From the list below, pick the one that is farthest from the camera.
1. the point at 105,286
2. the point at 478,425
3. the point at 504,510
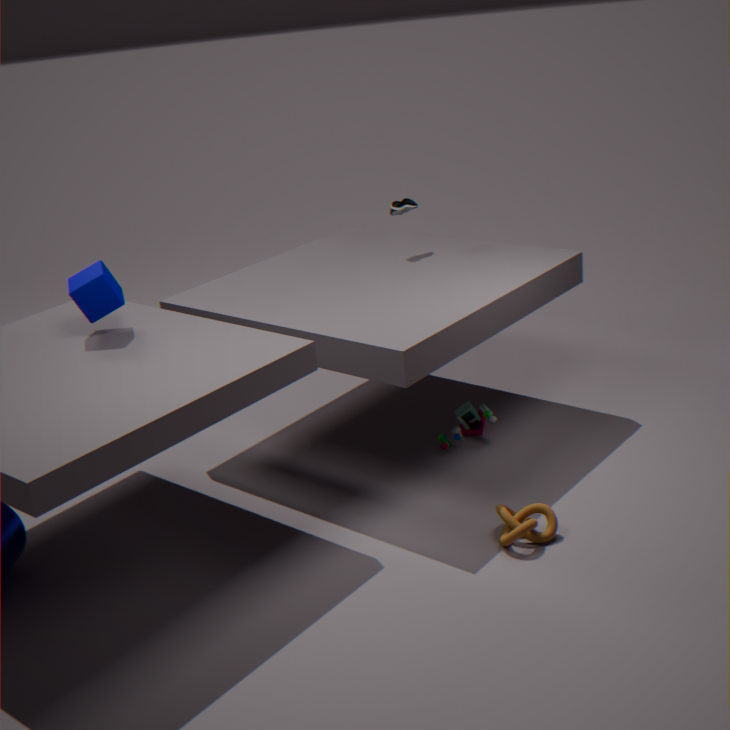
the point at 478,425
